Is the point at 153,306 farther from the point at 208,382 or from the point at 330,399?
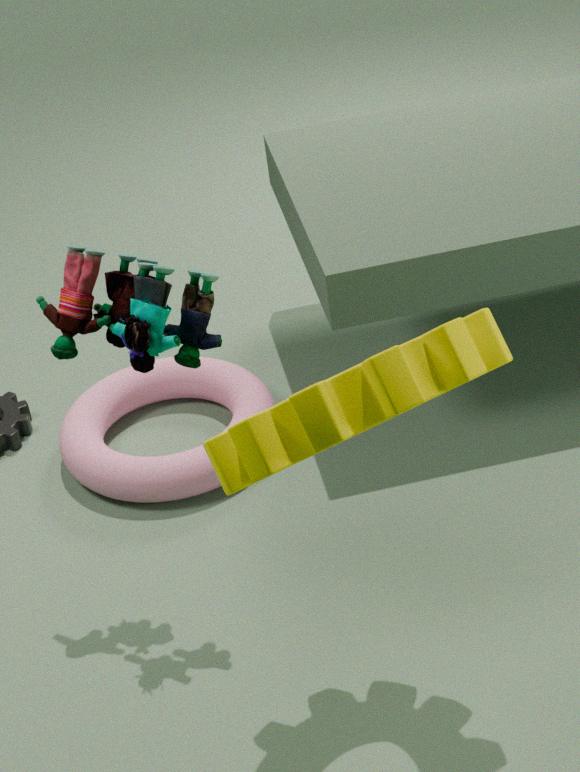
the point at 208,382
